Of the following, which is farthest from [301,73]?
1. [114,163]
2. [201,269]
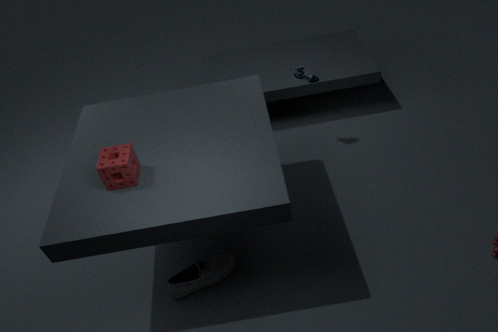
[201,269]
